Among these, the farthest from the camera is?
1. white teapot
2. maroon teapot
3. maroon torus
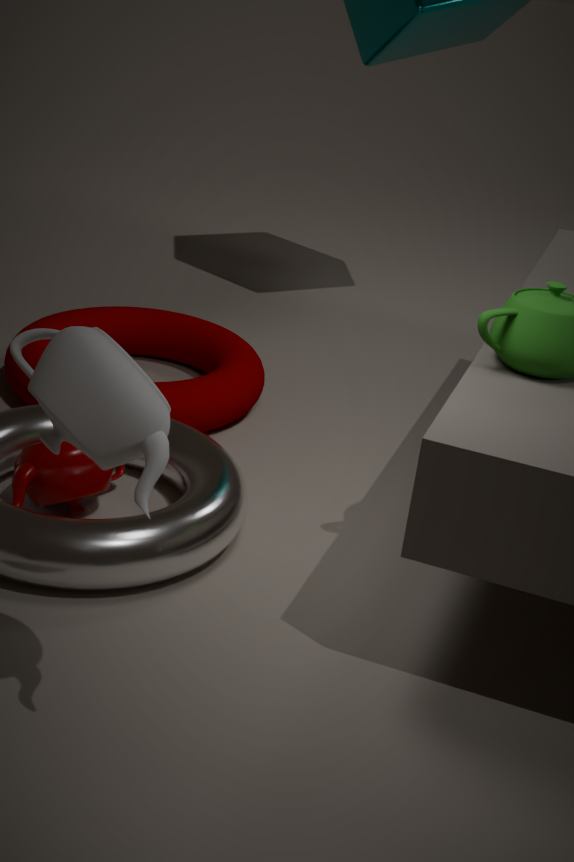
maroon torus
